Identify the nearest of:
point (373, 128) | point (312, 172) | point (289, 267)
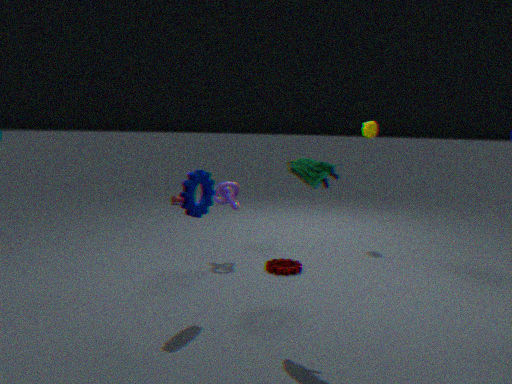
point (312, 172)
